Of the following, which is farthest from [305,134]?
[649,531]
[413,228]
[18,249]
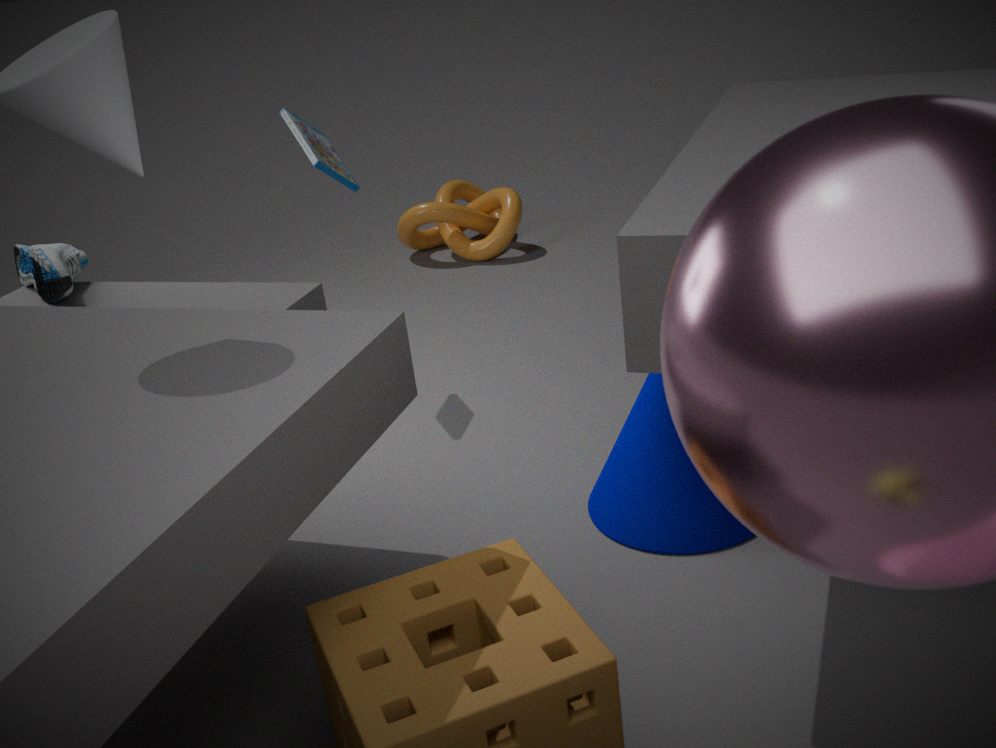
[413,228]
